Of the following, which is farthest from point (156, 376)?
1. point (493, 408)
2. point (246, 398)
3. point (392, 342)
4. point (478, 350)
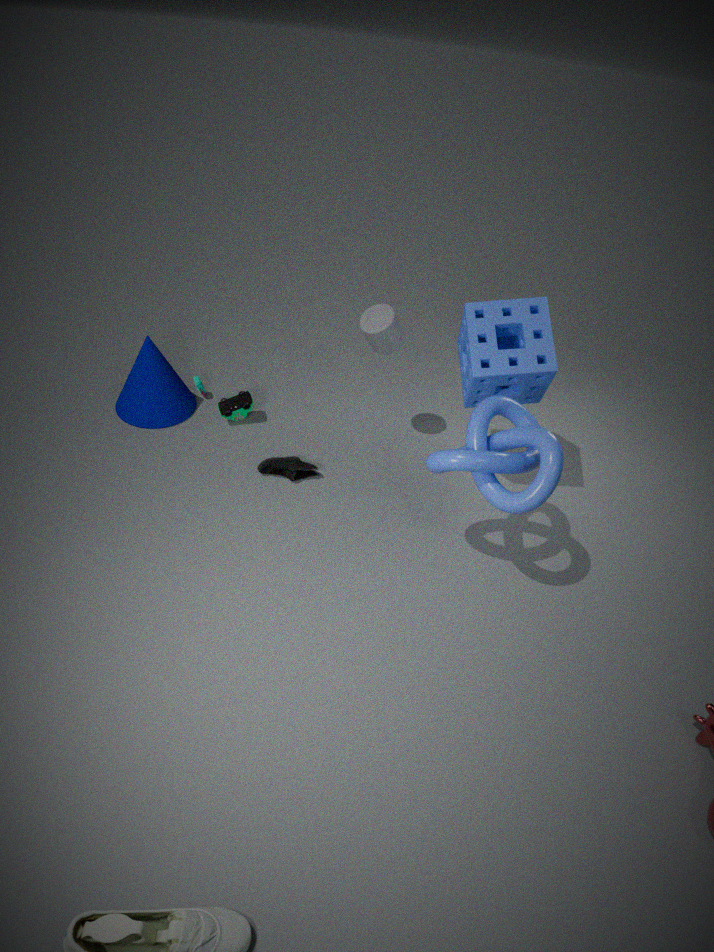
point (493, 408)
